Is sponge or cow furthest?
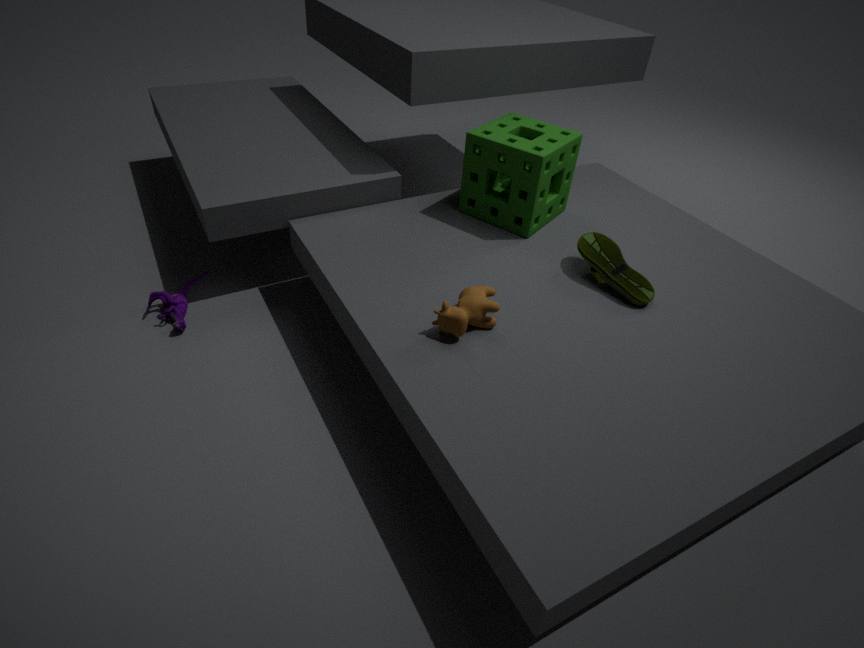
sponge
